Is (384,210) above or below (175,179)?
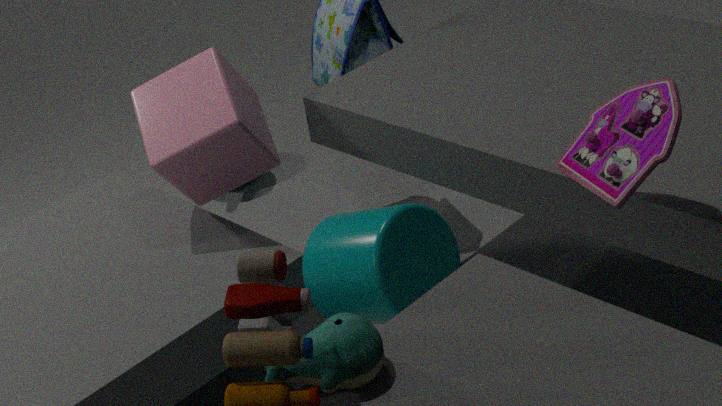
below
